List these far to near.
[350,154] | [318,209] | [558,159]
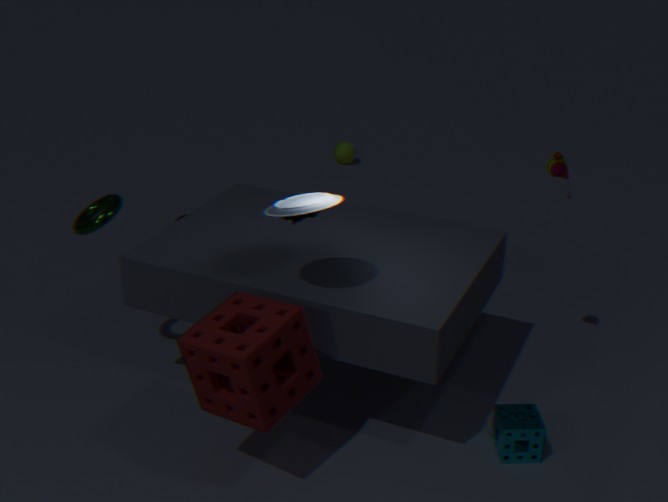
[350,154], [558,159], [318,209]
